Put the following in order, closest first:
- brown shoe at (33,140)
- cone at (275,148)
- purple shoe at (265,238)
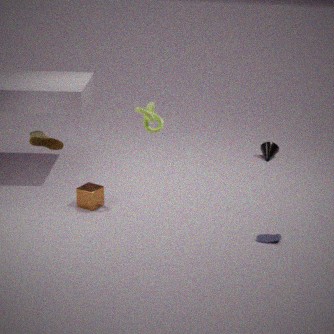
purple shoe at (265,238), brown shoe at (33,140), cone at (275,148)
